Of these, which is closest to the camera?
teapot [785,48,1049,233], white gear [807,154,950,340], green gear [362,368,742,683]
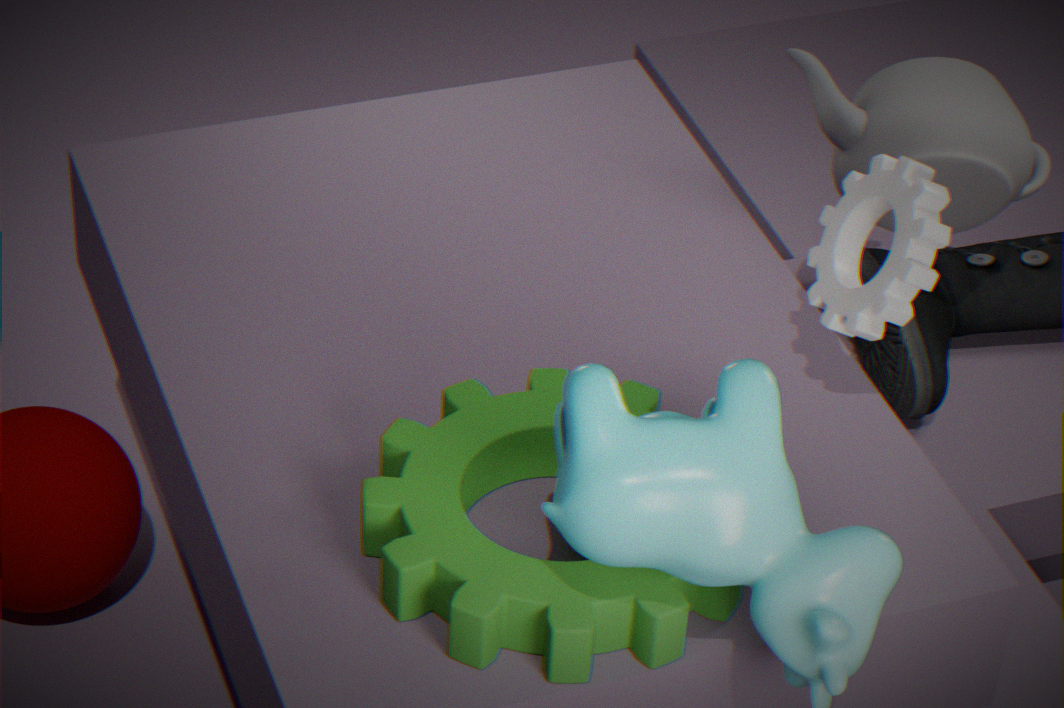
green gear [362,368,742,683]
